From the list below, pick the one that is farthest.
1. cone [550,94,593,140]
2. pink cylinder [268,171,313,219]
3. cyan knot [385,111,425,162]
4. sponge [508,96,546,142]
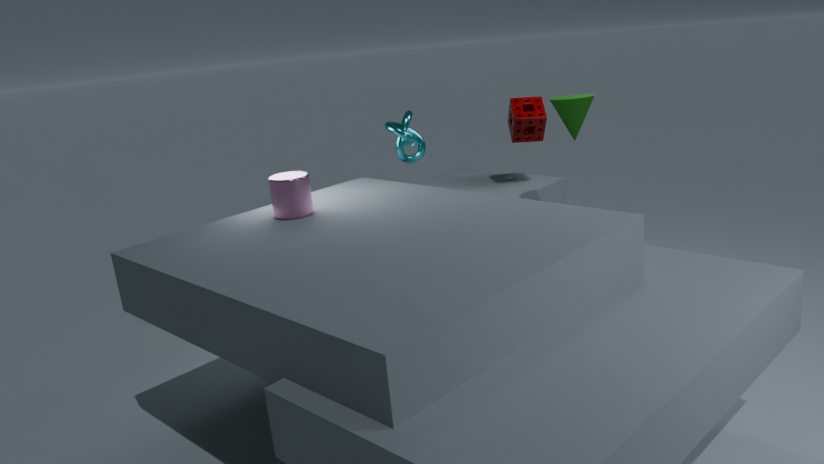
sponge [508,96,546,142]
